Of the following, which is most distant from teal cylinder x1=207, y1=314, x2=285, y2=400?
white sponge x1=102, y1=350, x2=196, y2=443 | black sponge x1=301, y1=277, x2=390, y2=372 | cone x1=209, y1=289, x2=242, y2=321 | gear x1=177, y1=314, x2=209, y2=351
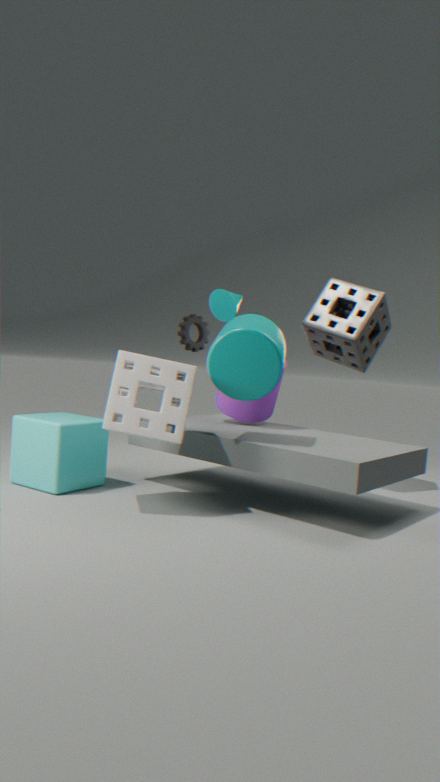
gear x1=177, y1=314, x2=209, y2=351
